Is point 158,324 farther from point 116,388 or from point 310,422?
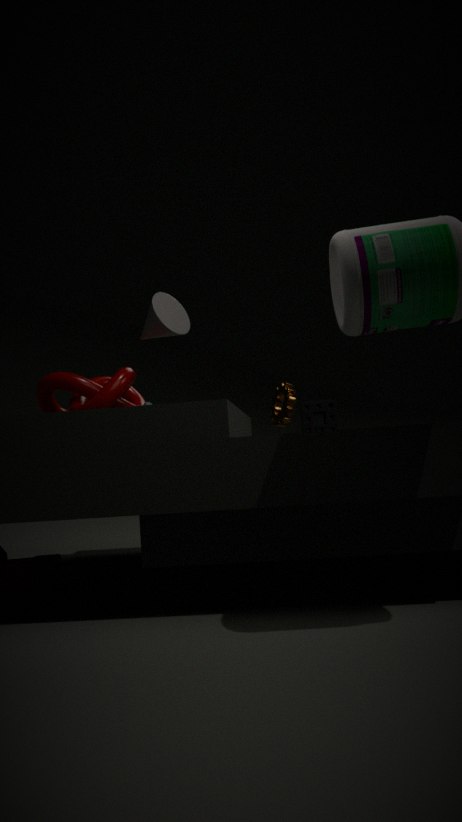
point 310,422
